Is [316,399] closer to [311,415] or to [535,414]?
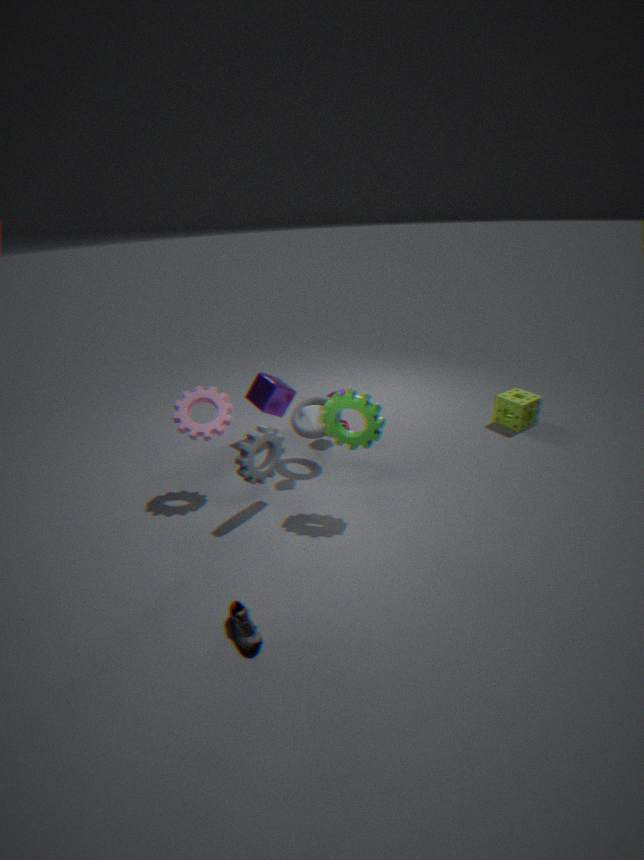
[311,415]
